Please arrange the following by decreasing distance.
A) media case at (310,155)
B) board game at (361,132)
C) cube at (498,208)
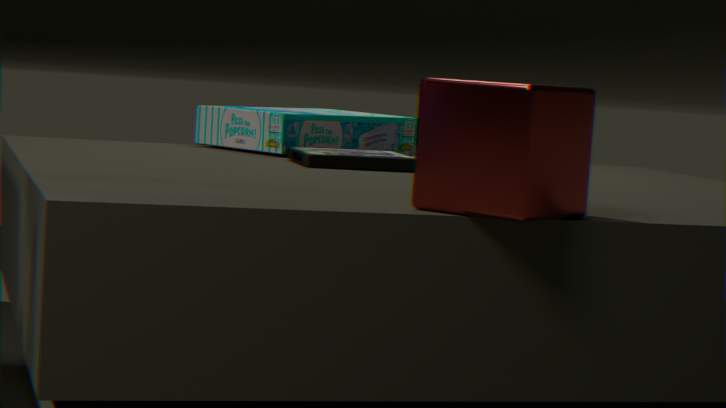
1. board game at (361,132)
2. media case at (310,155)
3. cube at (498,208)
